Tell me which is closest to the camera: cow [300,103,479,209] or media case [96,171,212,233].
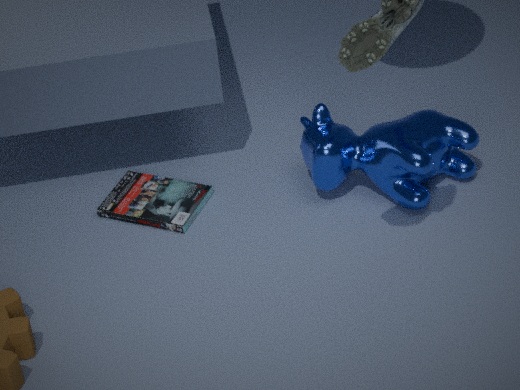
cow [300,103,479,209]
